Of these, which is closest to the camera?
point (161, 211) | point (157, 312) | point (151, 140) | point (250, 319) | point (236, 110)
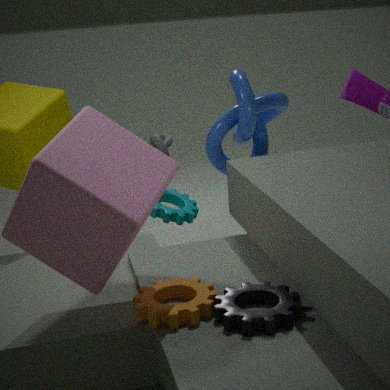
point (250, 319)
